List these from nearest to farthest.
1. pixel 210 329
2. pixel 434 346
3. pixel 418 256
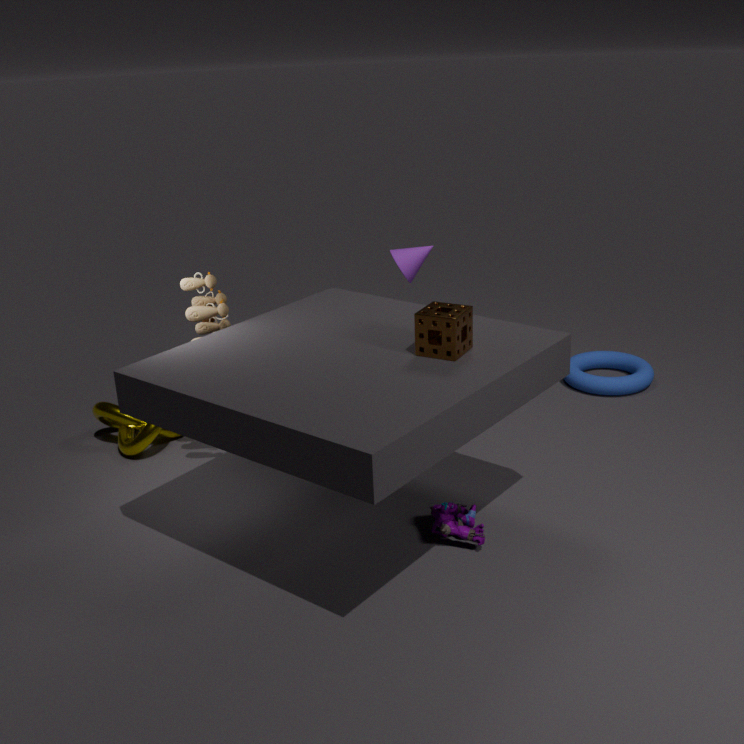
pixel 434 346 → pixel 210 329 → pixel 418 256
